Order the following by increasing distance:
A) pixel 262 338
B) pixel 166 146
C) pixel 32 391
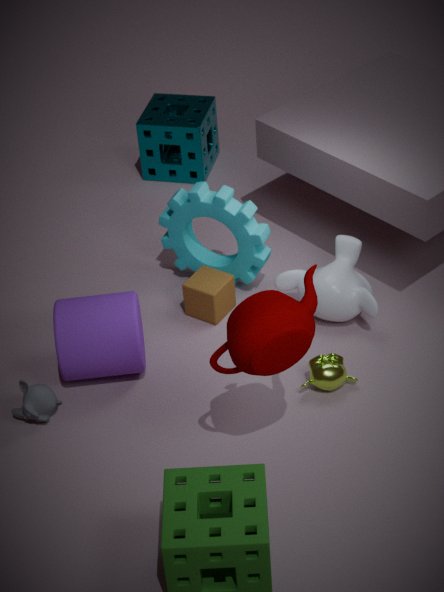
pixel 262 338 < pixel 32 391 < pixel 166 146
